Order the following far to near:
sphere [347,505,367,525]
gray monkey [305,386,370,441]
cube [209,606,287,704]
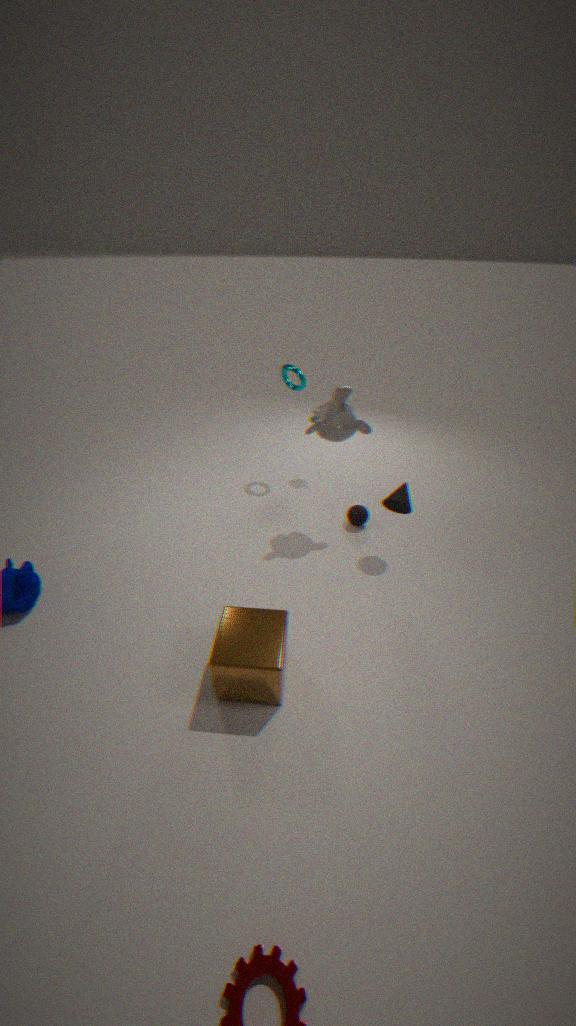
sphere [347,505,367,525] < gray monkey [305,386,370,441] < cube [209,606,287,704]
